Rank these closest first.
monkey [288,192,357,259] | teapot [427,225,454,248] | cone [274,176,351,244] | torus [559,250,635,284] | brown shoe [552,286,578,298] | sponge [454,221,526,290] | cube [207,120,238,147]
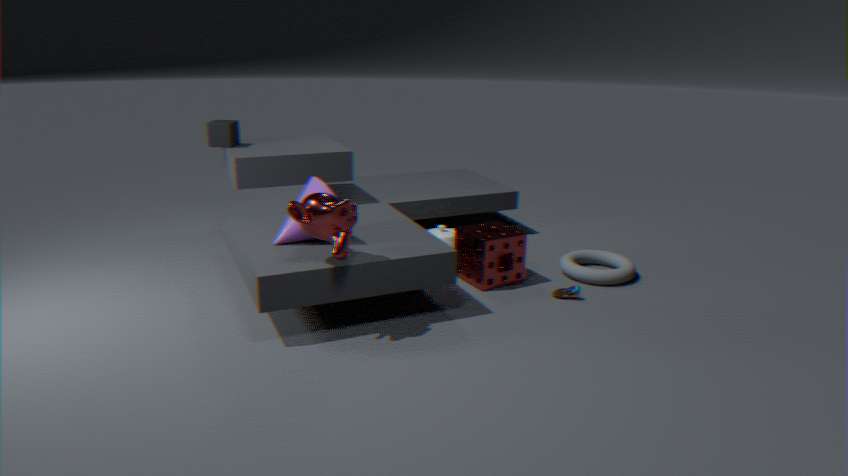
monkey [288,192,357,259] < cone [274,176,351,244] < brown shoe [552,286,578,298] < sponge [454,221,526,290] < torus [559,250,635,284] < cube [207,120,238,147] < teapot [427,225,454,248]
